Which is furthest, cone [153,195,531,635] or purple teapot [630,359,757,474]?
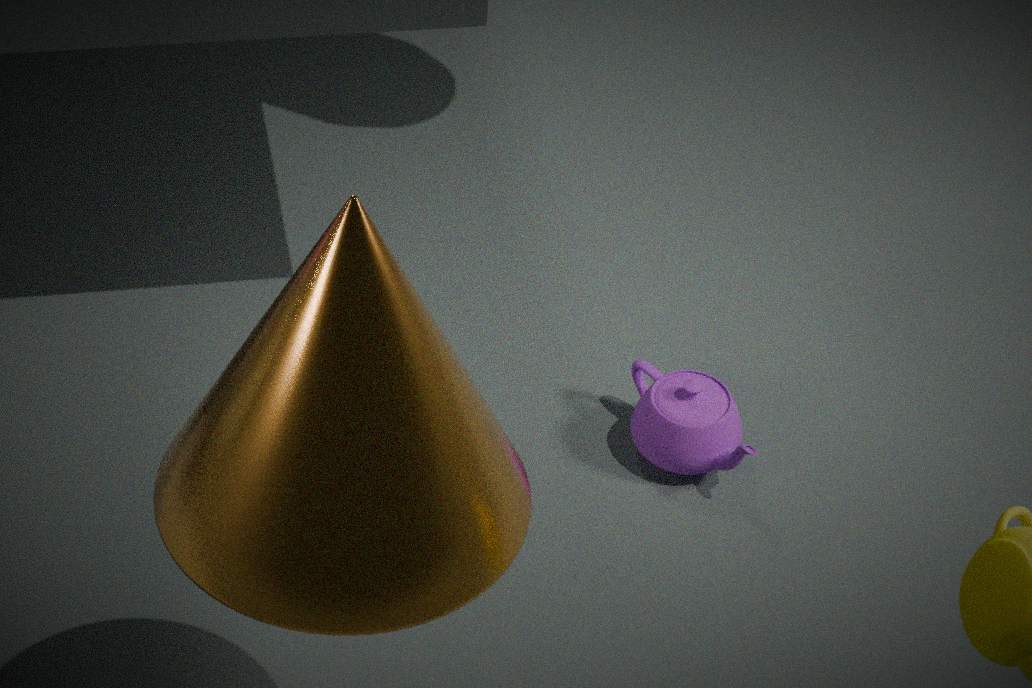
purple teapot [630,359,757,474]
